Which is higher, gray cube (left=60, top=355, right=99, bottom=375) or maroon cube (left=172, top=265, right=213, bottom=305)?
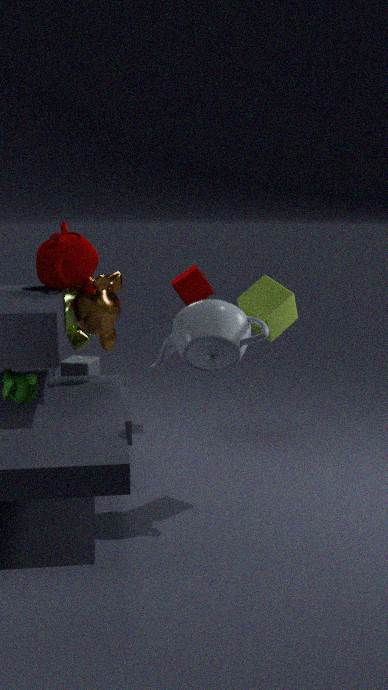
maroon cube (left=172, top=265, right=213, bottom=305)
